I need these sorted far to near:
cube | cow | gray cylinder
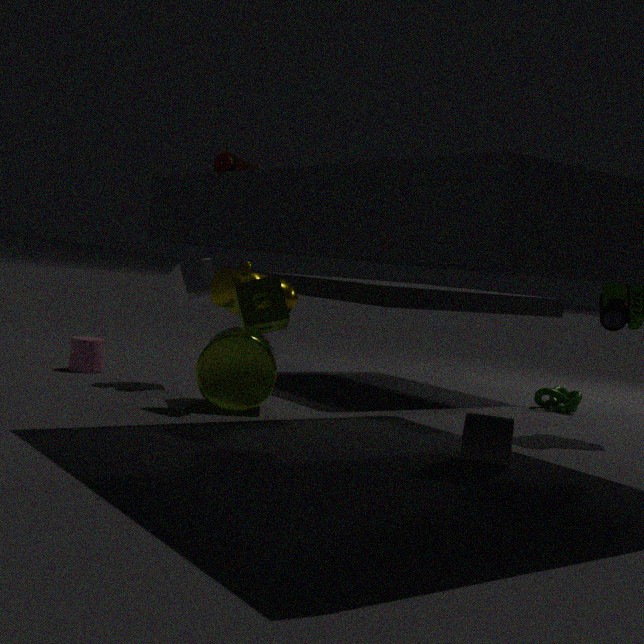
1. cube
2. cow
3. gray cylinder
